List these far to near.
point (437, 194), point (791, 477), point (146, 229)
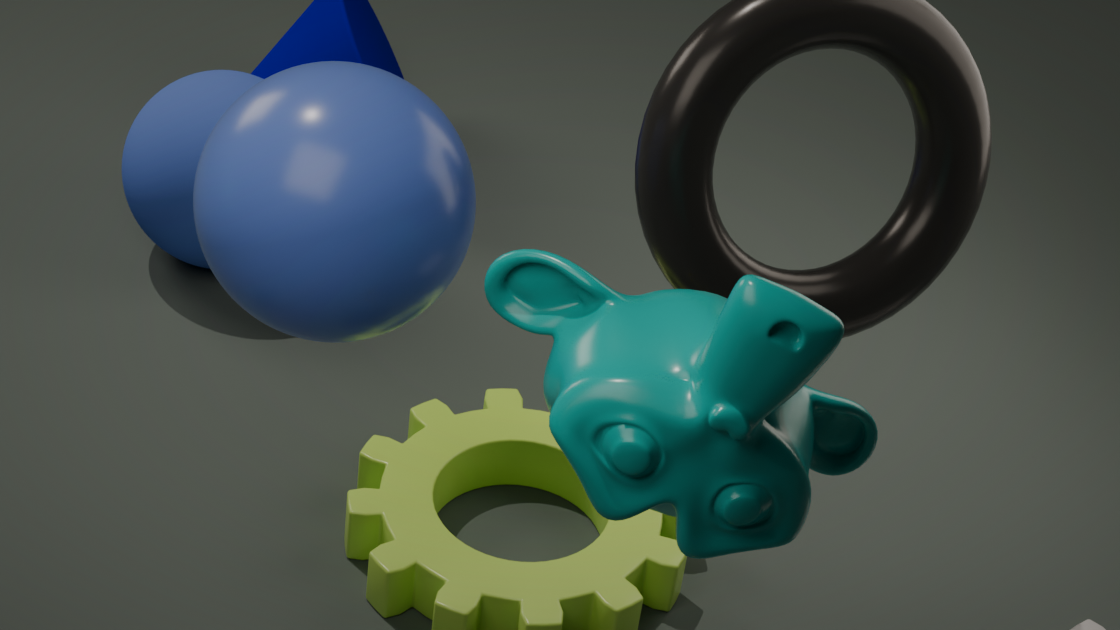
point (146, 229) < point (437, 194) < point (791, 477)
